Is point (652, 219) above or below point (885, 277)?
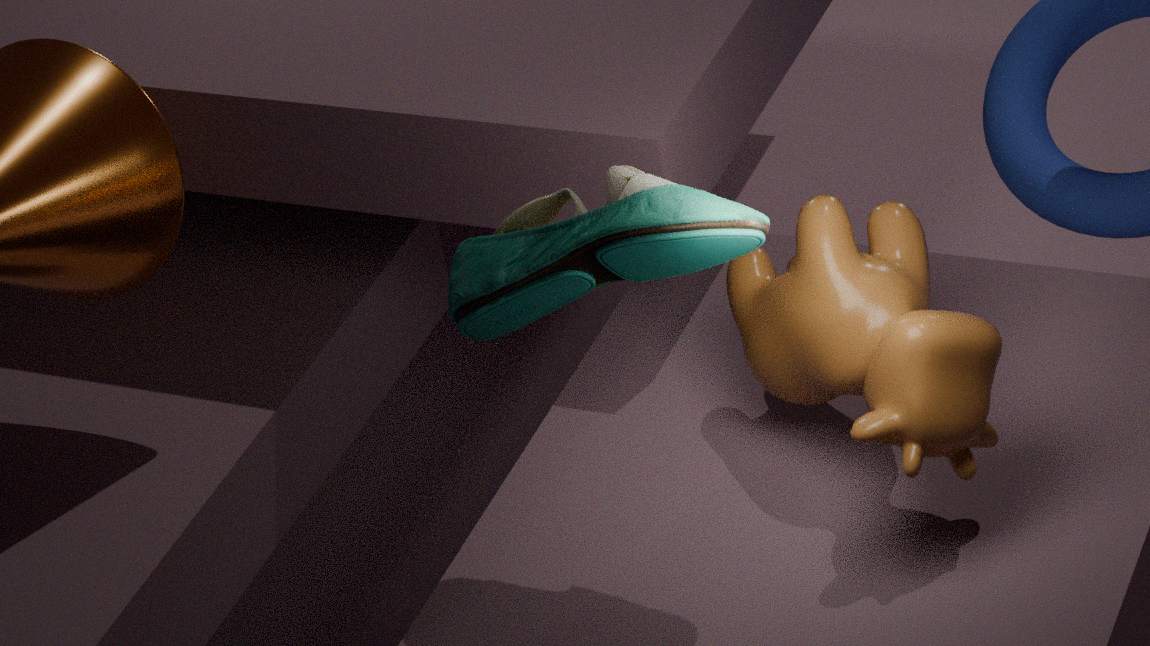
above
